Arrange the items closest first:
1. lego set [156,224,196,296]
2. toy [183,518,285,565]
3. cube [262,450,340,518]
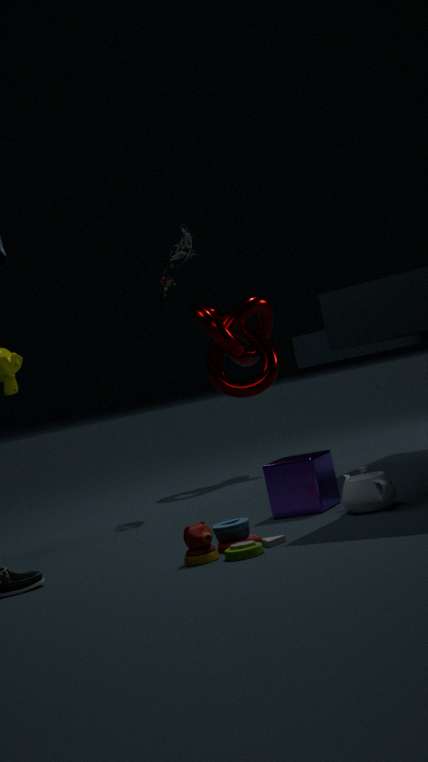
1. toy [183,518,285,565]
2. cube [262,450,340,518]
3. lego set [156,224,196,296]
